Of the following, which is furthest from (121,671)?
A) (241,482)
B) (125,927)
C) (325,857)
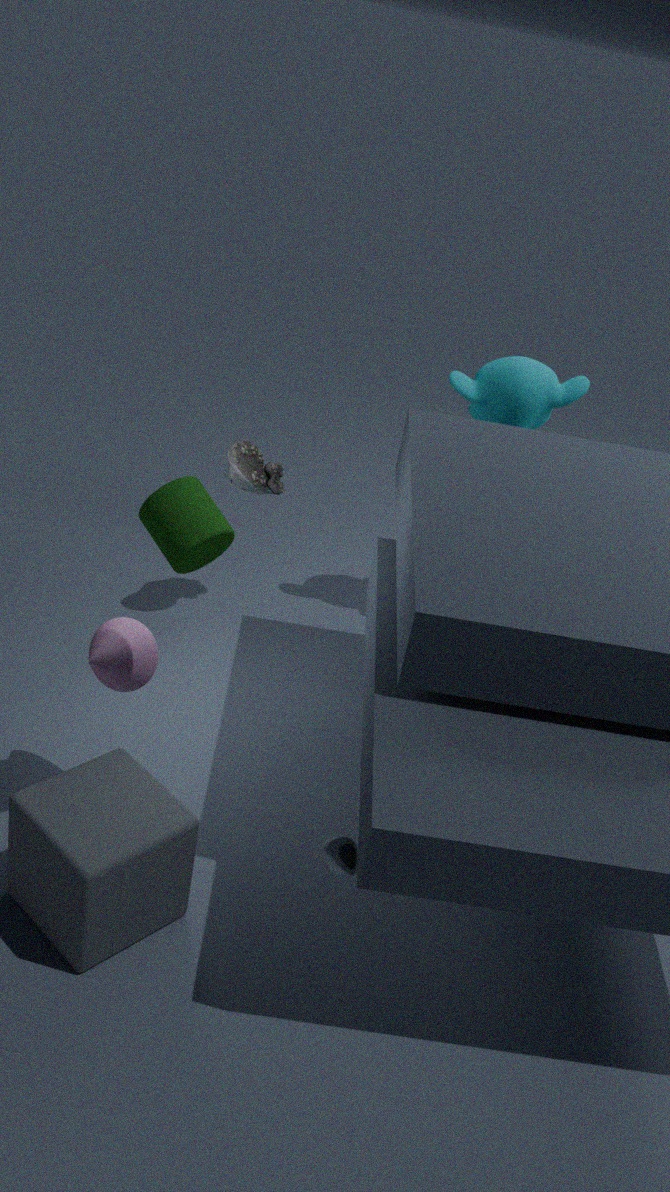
(241,482)
